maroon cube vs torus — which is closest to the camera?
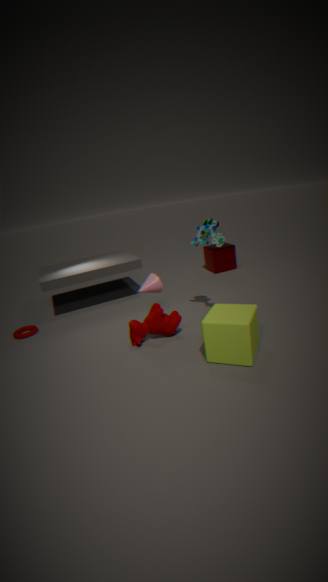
torus
